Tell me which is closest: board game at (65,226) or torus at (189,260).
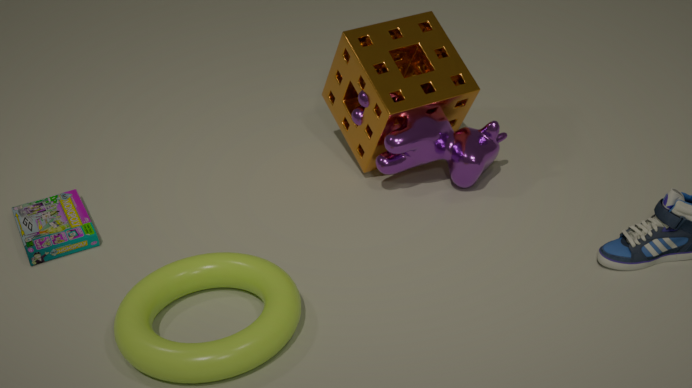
torus at (189,260)
